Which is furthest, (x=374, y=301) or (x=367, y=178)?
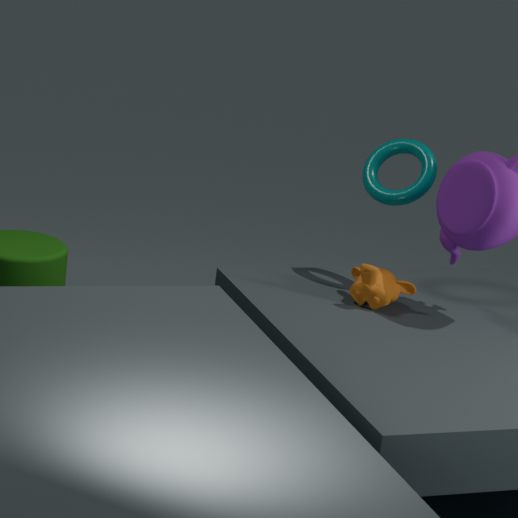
(x=367, y=178)
